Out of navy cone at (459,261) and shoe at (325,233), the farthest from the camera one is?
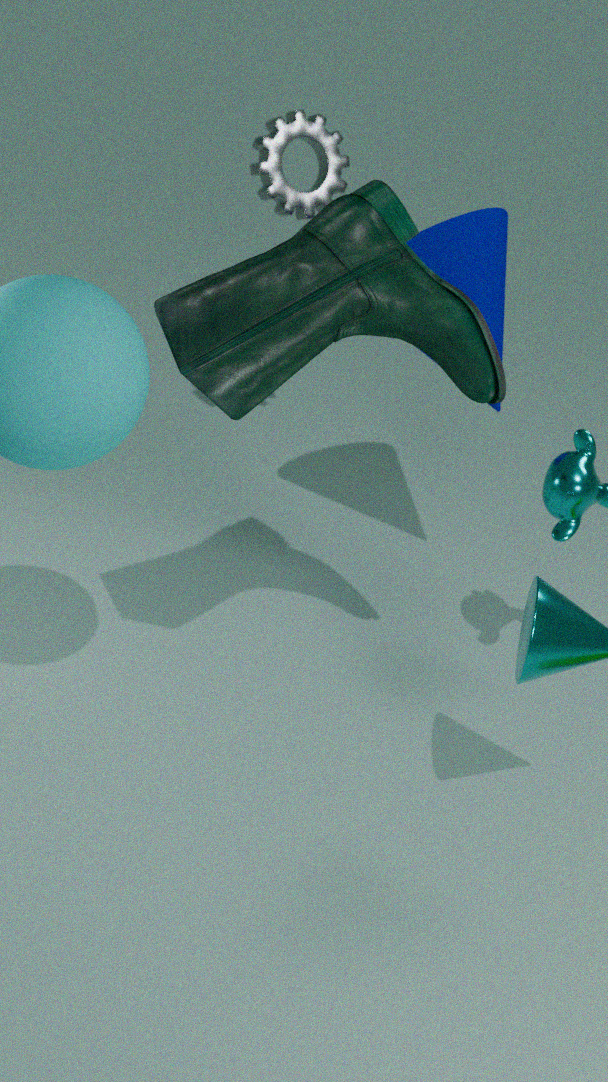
navy cone at (459,261)
